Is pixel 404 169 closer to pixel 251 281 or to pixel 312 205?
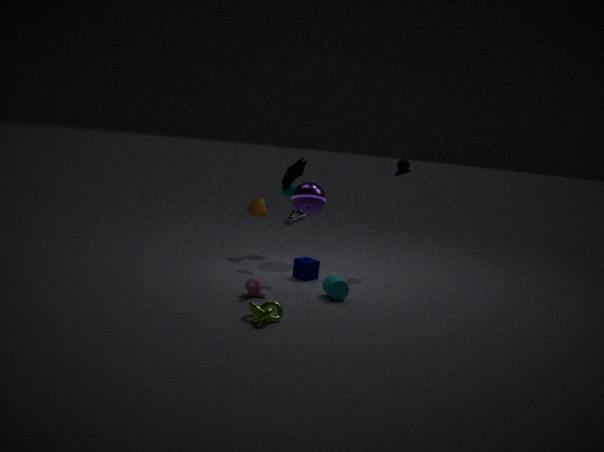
pixel 312 205
